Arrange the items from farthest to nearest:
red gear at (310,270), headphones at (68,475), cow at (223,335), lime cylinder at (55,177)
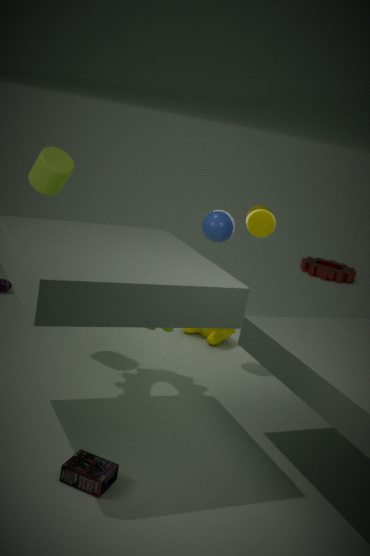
red gear at (310,270) < cow at (223,335) < lime cylinder at (55,177) < headphones at (68,475)
